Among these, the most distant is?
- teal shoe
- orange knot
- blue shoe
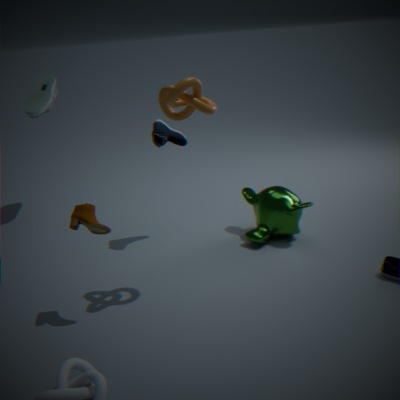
teal shoe
